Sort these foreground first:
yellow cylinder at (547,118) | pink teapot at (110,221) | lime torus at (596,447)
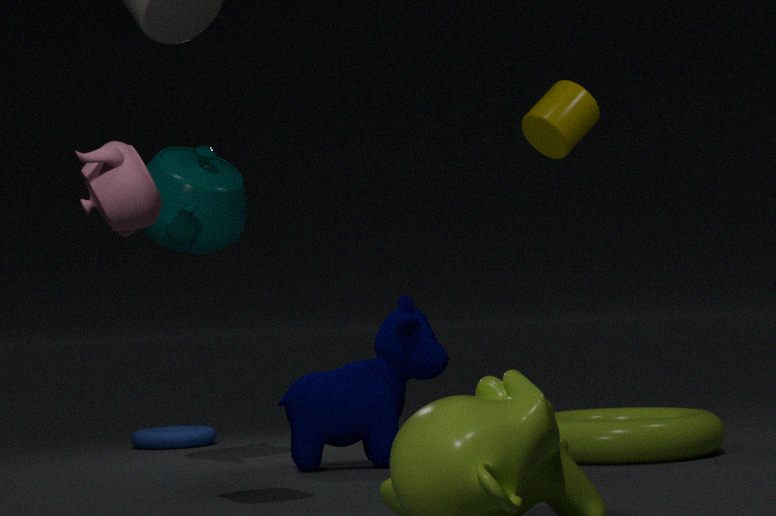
pink teapot at (110,221), lime torus at (596,447), yellow cylinder at (547,118)
